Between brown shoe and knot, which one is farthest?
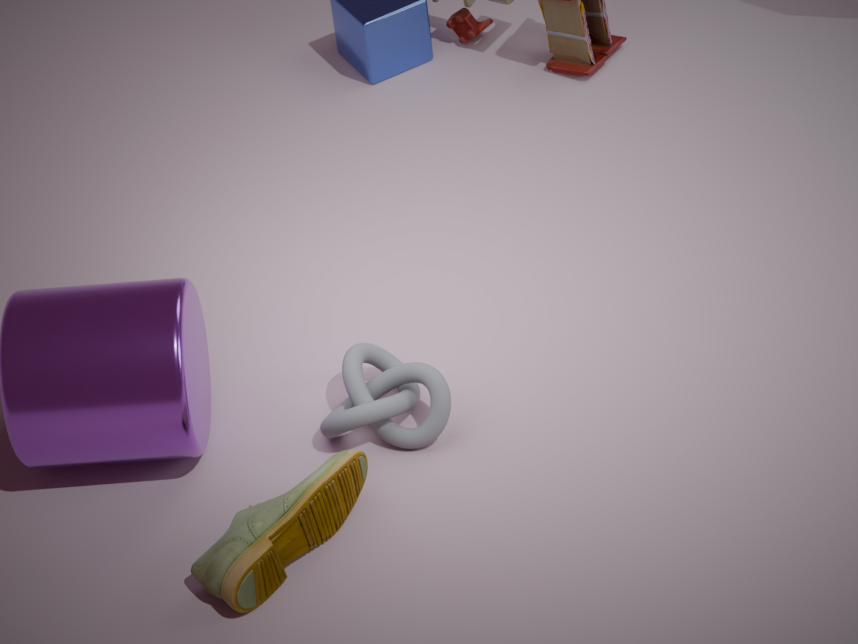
knot
